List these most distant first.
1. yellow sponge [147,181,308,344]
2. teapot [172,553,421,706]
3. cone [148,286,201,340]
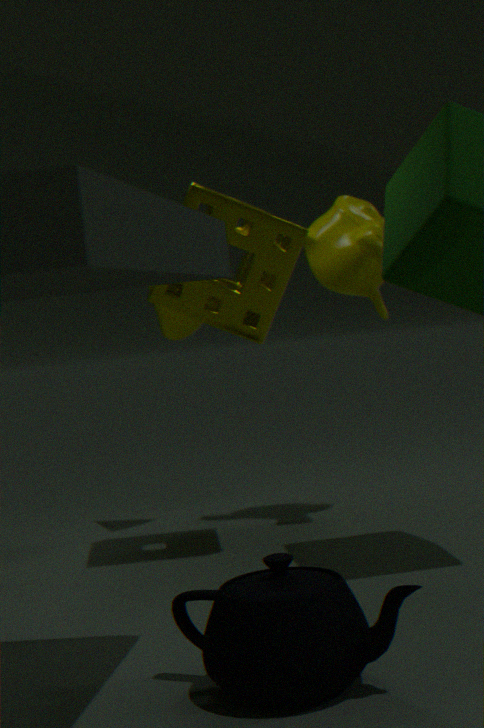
1. cone [148,286,201,340]
2. yellow sponge [147,181,308,344]
3. teapot [172,553,421,706]
